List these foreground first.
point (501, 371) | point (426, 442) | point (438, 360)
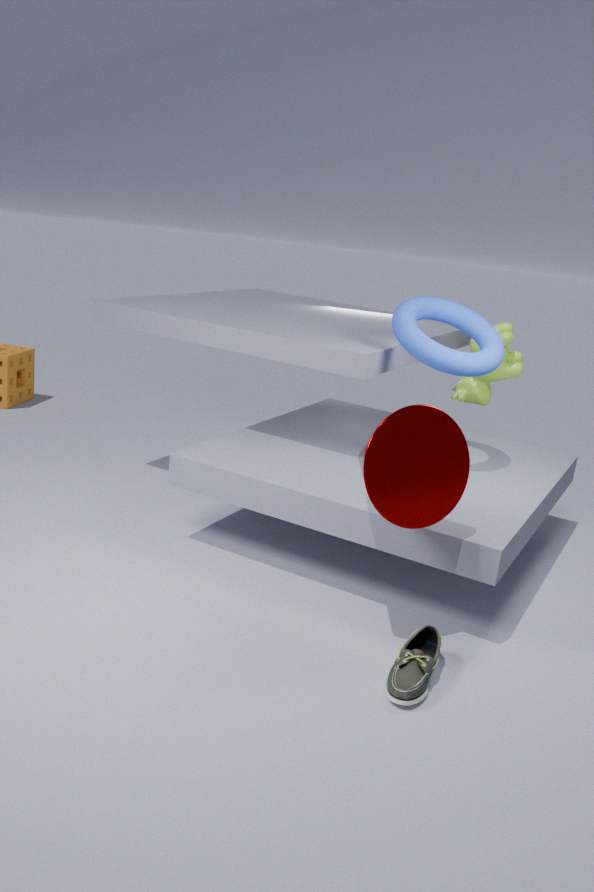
point (426, 442) < point (438, 360) < point (501, 371)
